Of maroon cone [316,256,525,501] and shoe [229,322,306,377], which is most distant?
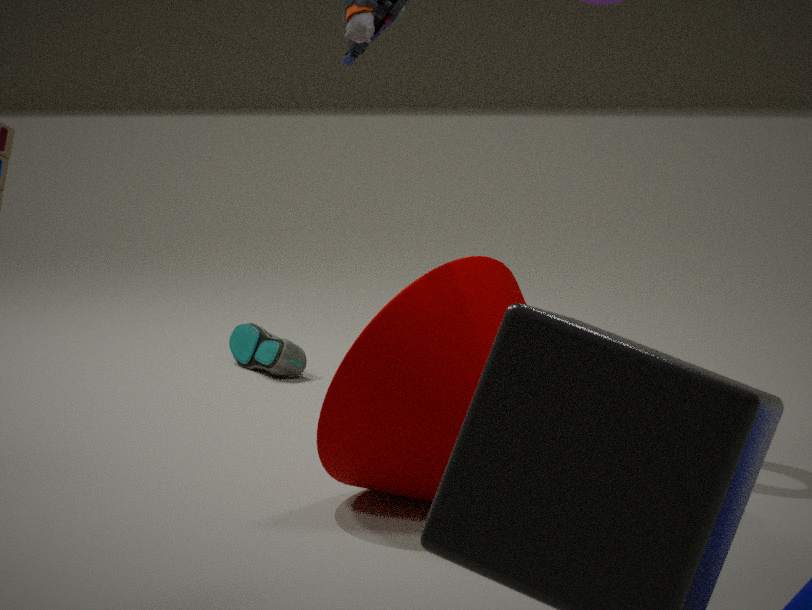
shoe [229,322,306,377]
